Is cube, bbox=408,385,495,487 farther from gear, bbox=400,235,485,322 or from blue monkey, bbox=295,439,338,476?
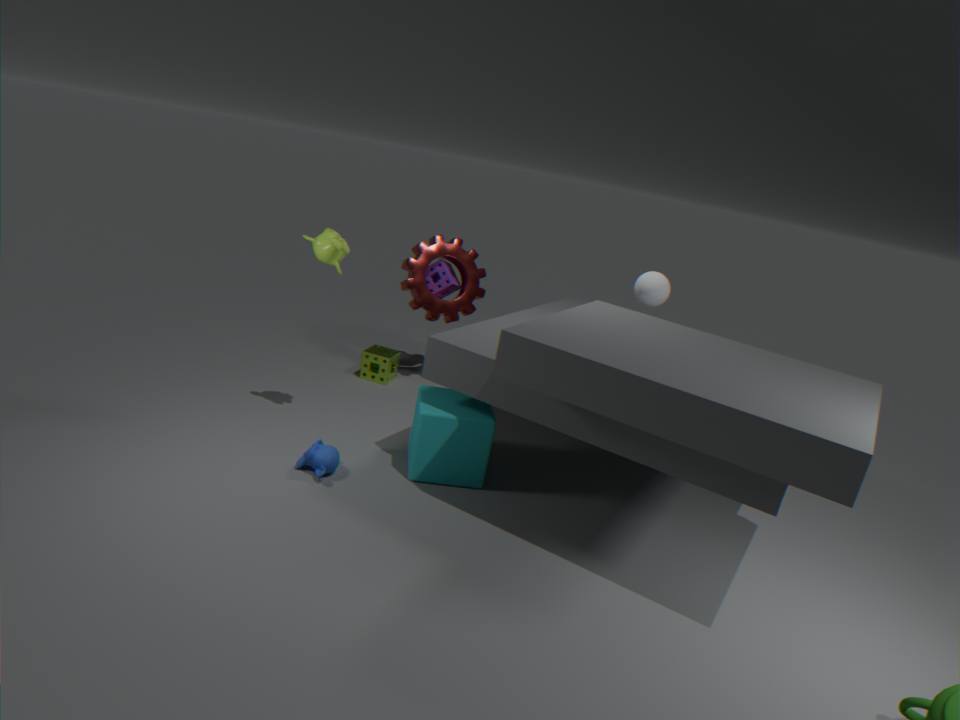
gear, bbox=400,235,485,322
